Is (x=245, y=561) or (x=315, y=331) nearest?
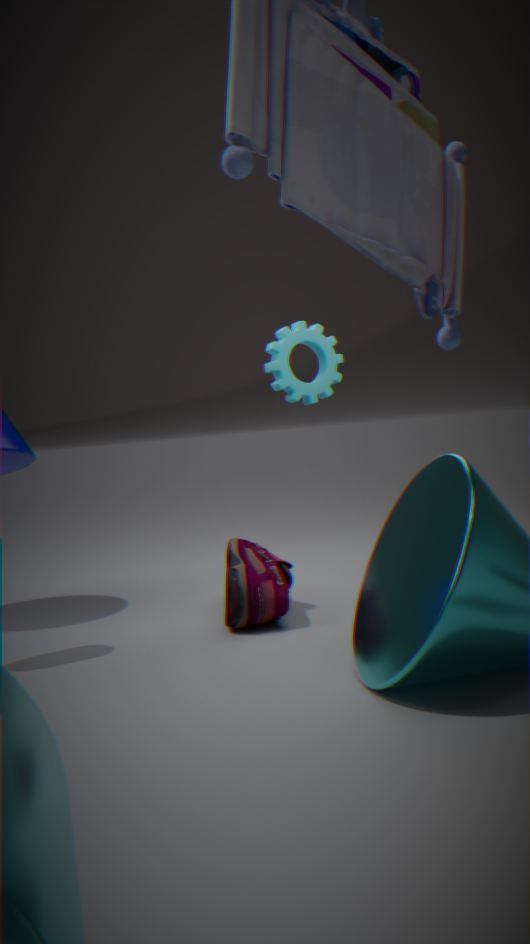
(x=245, y=561)
